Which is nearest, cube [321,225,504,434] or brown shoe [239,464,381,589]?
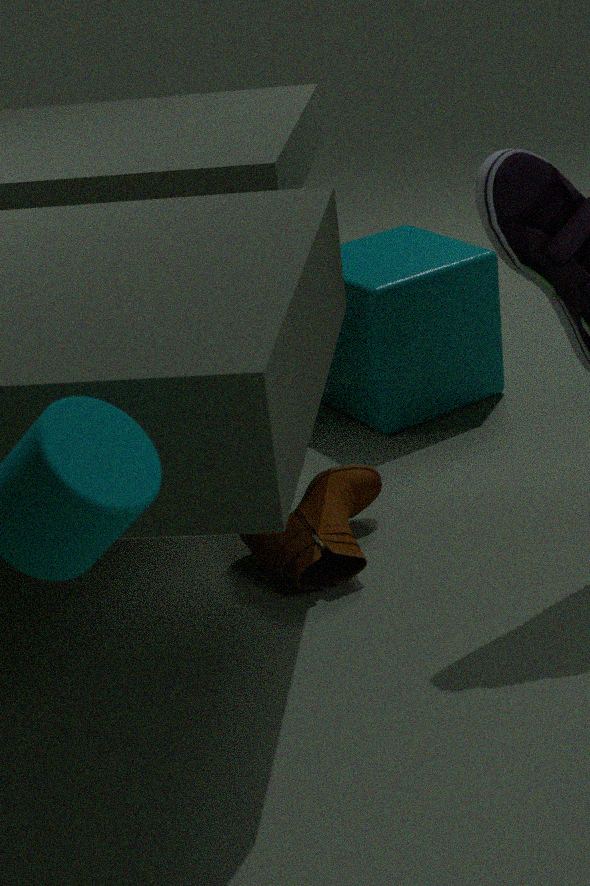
brown shoe [239,464,381,589]
